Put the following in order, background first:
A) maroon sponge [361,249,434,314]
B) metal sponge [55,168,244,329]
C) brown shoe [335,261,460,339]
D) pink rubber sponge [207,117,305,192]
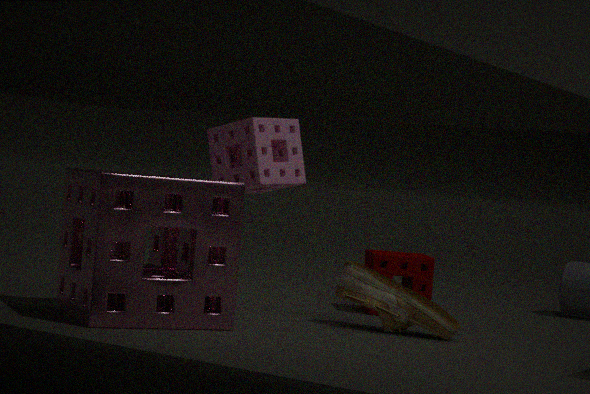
maroon sponge [361,249,434,314] < pink rubber sponge [207,117,305,192] < brown shoe [335,261,460,339] < metal sponge [55,168,244,329]
